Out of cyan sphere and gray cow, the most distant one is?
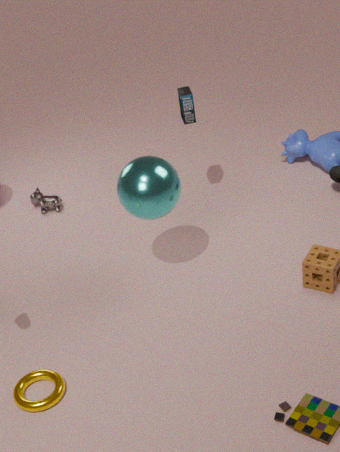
gray cow
